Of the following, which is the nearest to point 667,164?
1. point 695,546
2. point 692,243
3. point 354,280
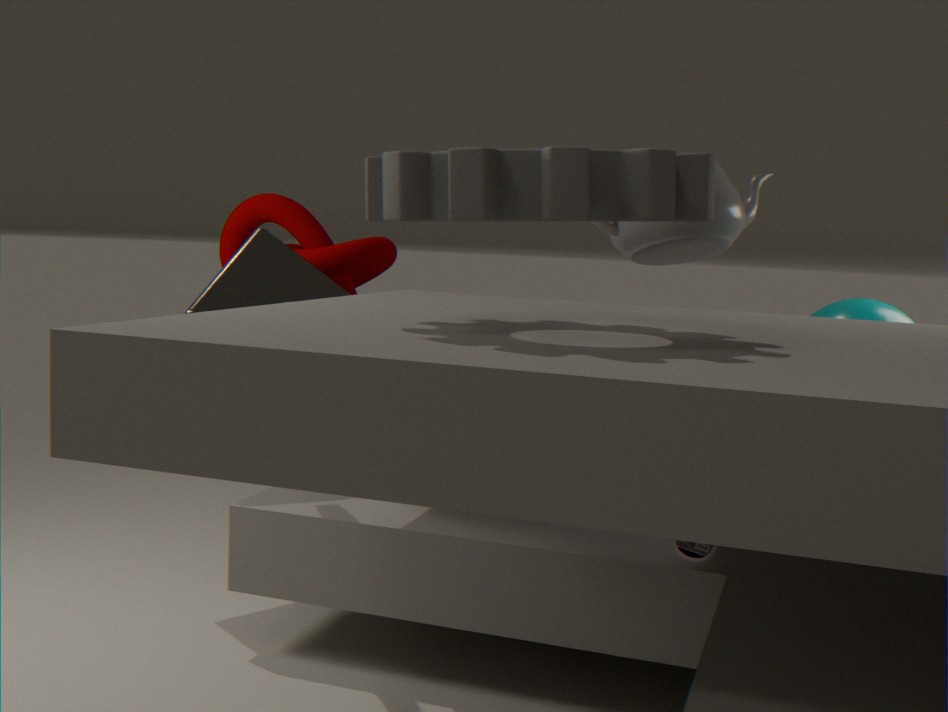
point 695,546
